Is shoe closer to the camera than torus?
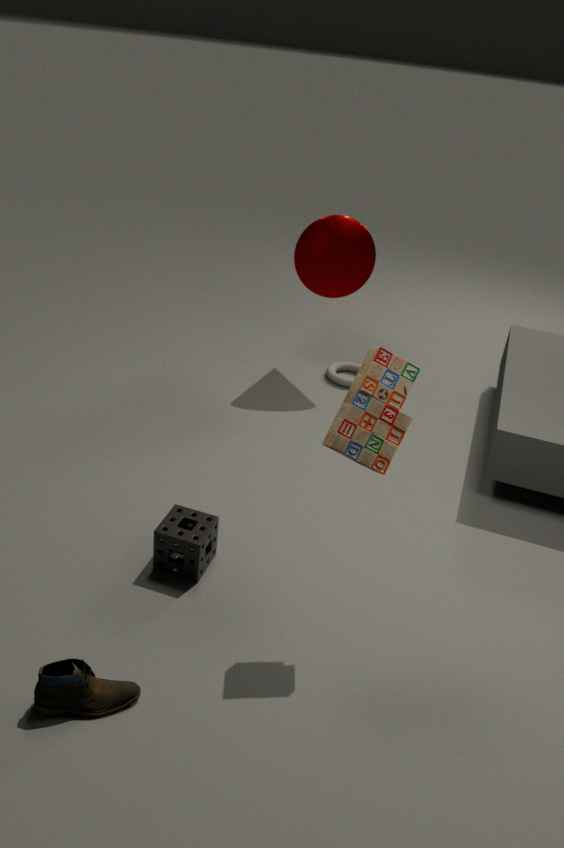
Yes
